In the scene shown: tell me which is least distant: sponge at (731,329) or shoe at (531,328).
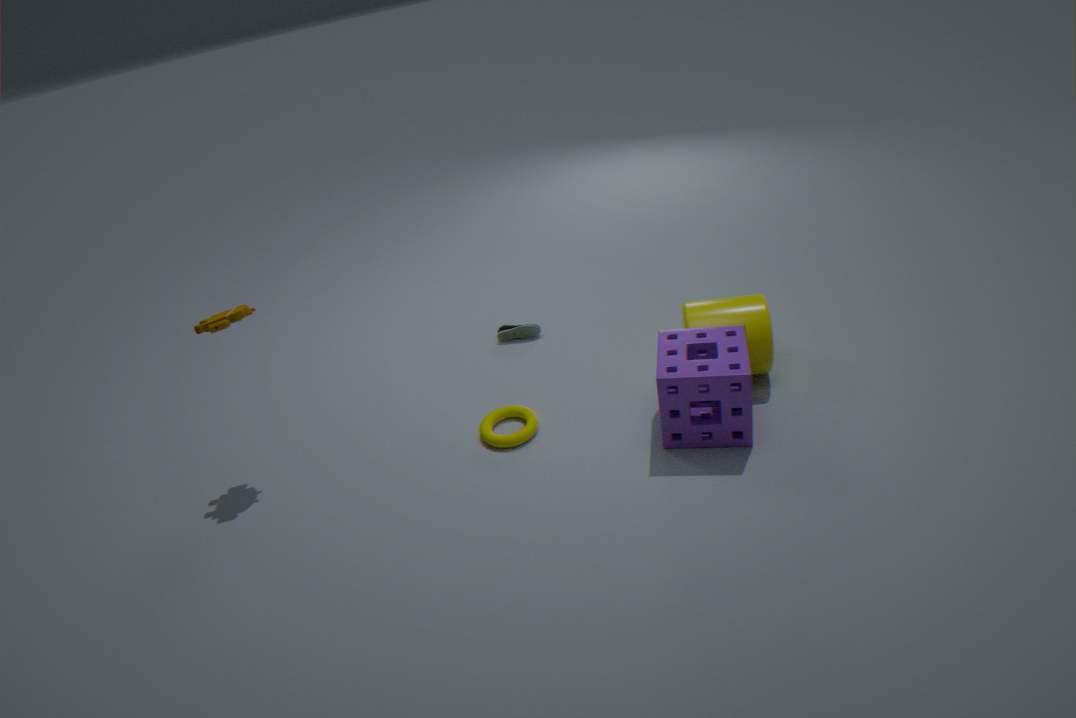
sponge at (731,329)
